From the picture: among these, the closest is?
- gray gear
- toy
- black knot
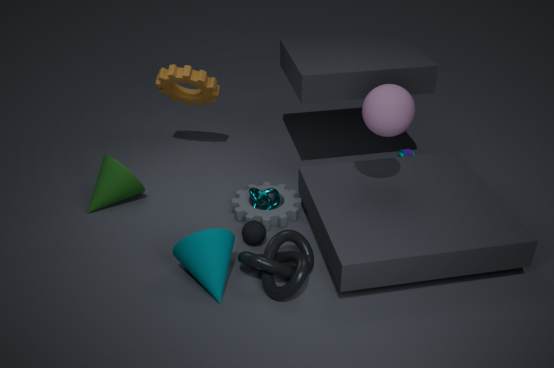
black knot
